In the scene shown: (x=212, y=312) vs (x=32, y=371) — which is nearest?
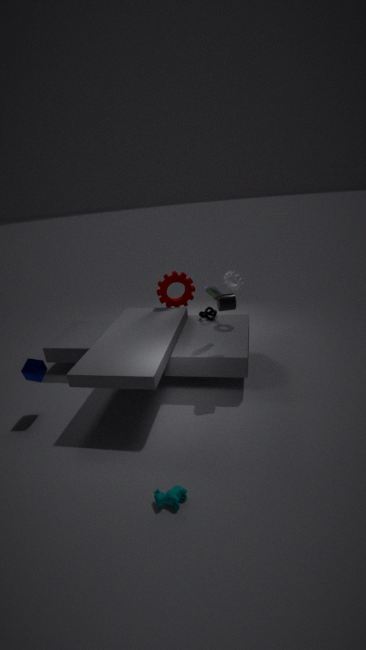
(x=32, y=371)
